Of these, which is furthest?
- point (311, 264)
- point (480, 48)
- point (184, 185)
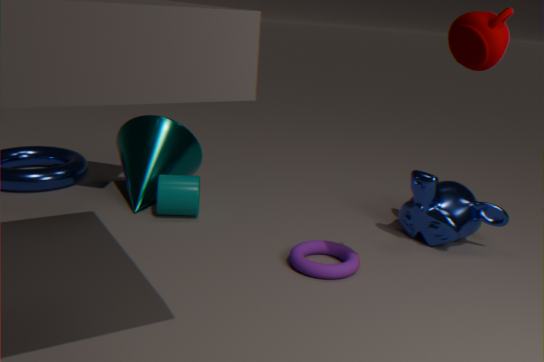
point (184, 185)
